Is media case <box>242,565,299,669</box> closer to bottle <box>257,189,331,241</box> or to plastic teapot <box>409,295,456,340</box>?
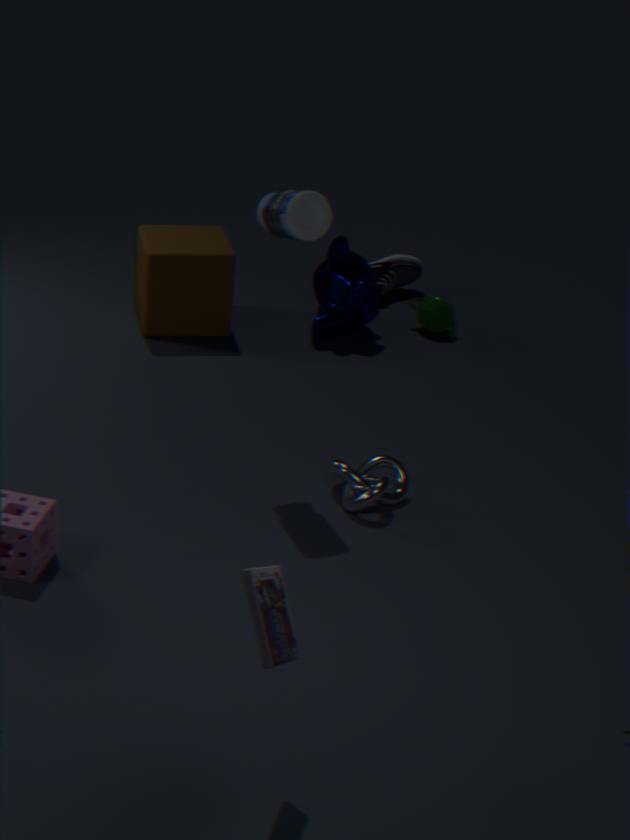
bottle <box>257,189,331,241</box>
